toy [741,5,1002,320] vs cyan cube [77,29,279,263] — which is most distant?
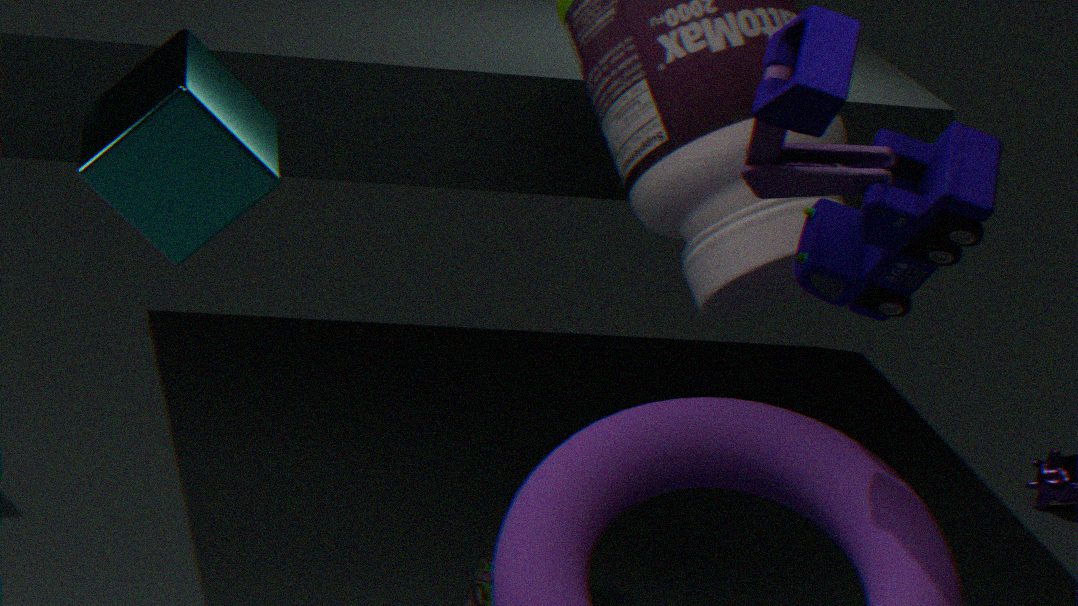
cyan cube [77,29,279,263]
